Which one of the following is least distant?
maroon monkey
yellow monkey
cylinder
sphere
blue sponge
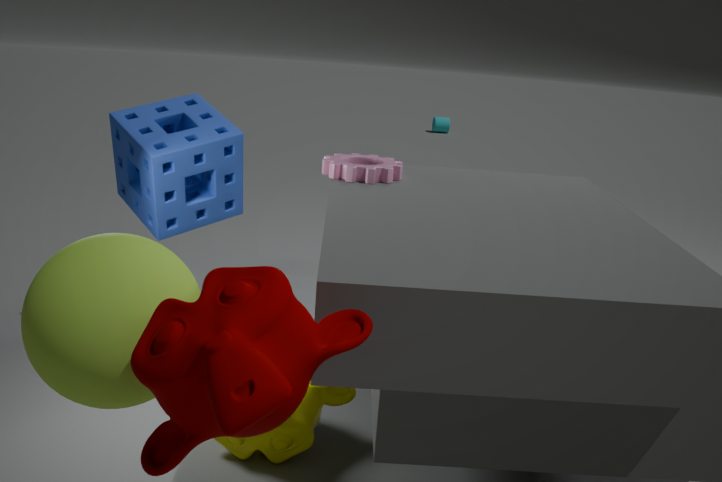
maroon monkey
